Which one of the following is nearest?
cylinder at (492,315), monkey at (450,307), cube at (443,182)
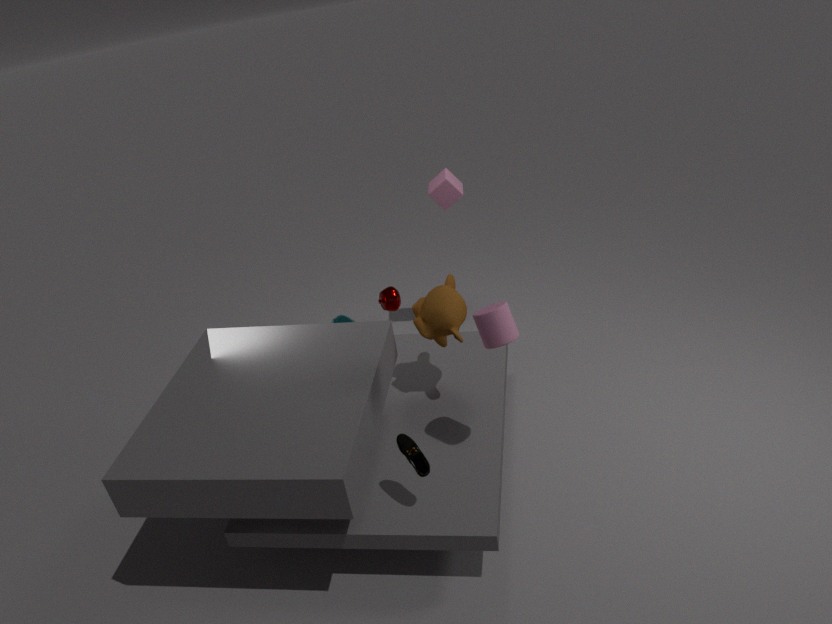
cylinder at (492,315)
